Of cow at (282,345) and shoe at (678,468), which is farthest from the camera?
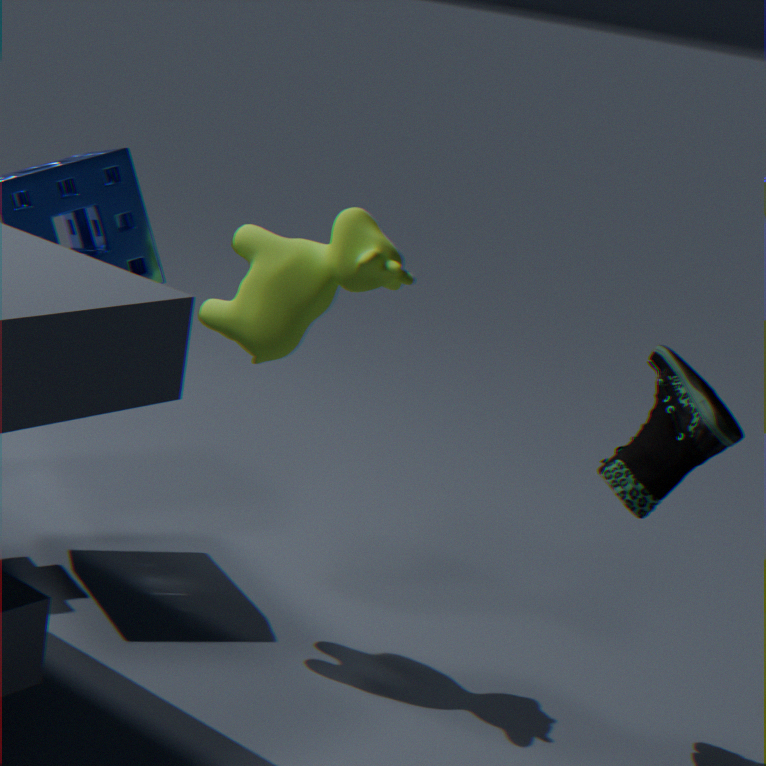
cow at (282,345)
